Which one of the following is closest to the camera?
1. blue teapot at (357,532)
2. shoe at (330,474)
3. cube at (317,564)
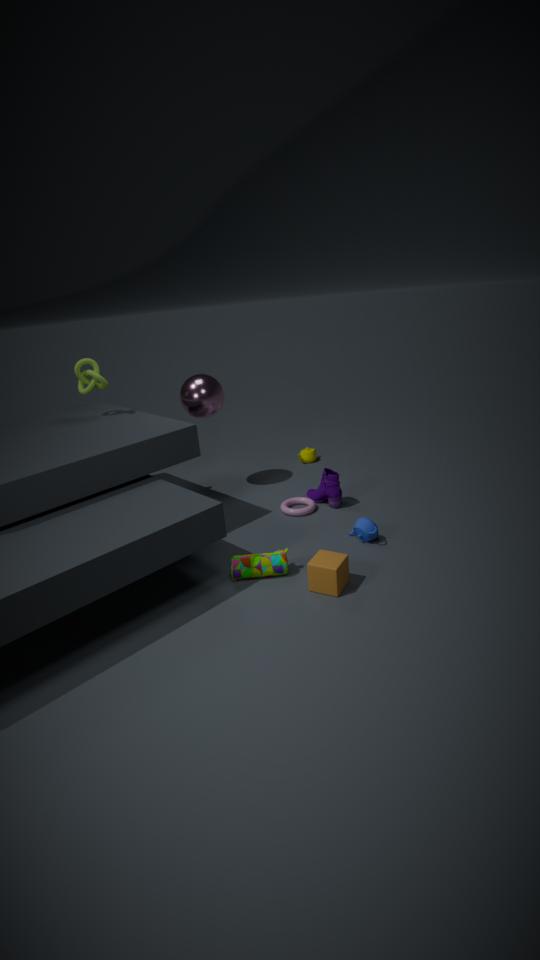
cube at (317,564)
